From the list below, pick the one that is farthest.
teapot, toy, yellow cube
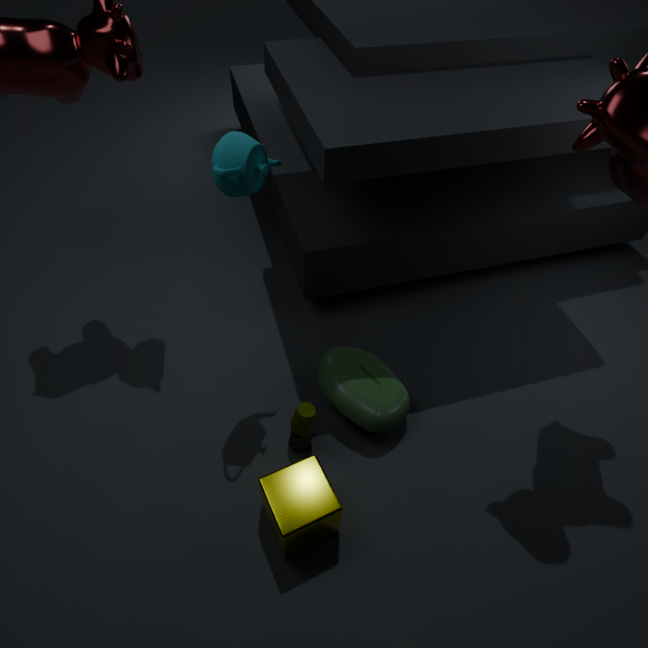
toy
